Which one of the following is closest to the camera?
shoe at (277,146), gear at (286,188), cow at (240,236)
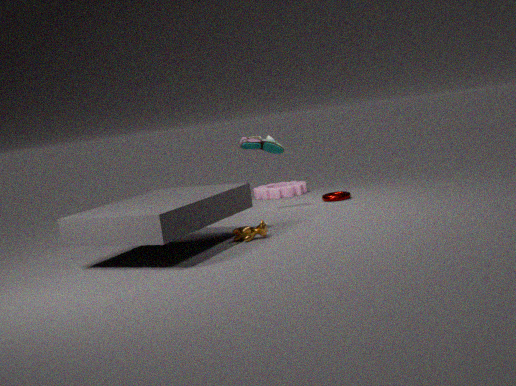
cow at (240,236)
